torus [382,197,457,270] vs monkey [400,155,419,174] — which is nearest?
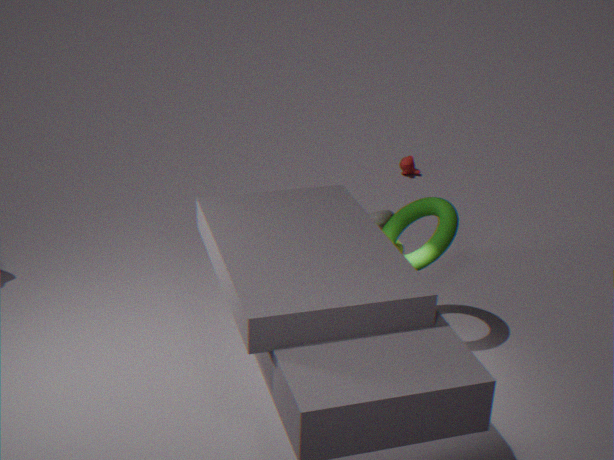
torus [382,197,457,270]
